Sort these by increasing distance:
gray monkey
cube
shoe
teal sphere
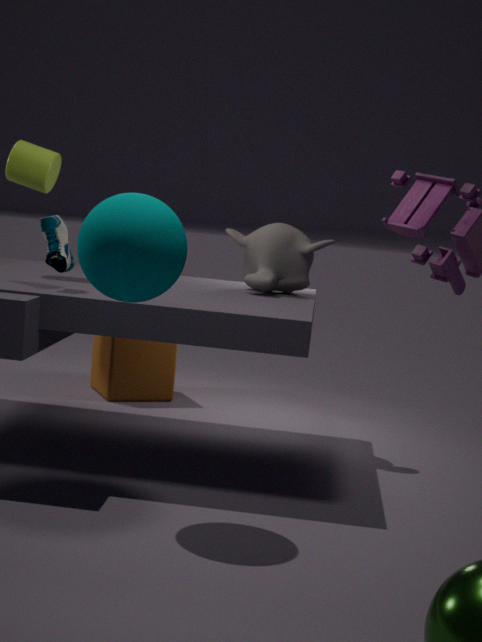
teal sphere
shoe
gray monkey
cube
